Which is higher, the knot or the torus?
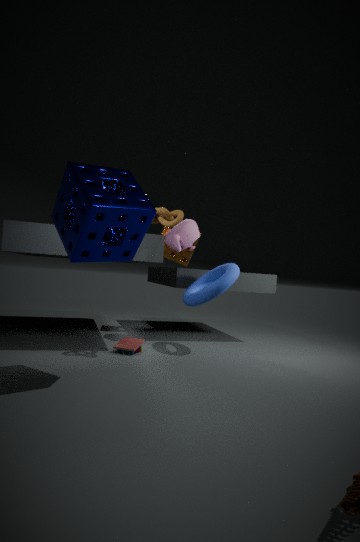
the knot
